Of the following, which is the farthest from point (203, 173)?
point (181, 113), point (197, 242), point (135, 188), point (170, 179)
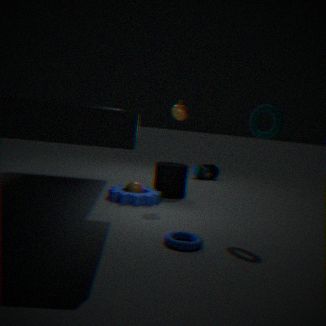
point (197, 242)
